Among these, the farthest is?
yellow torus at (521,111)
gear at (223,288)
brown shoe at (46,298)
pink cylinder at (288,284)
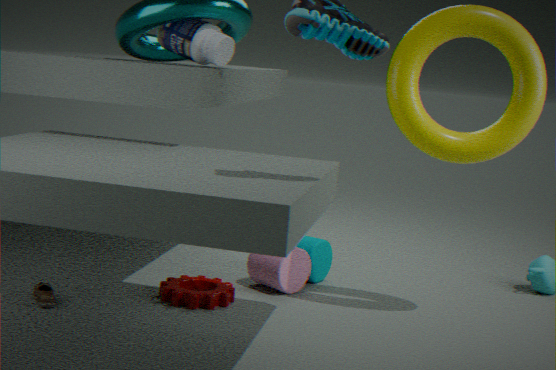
pink cylinder at (288,284)
